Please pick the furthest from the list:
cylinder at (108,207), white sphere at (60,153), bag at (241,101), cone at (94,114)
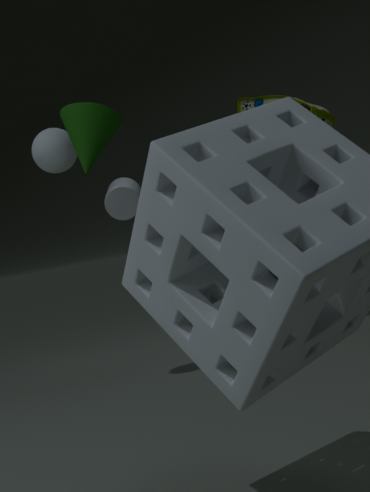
cylinder at (108,207)
